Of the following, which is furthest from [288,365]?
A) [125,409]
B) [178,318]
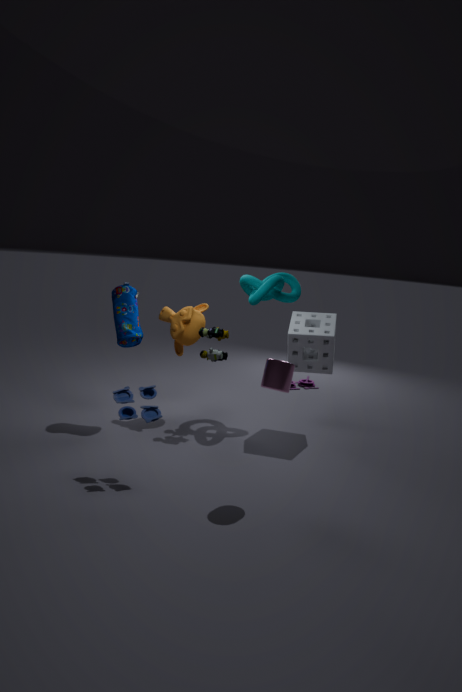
[178,318]
